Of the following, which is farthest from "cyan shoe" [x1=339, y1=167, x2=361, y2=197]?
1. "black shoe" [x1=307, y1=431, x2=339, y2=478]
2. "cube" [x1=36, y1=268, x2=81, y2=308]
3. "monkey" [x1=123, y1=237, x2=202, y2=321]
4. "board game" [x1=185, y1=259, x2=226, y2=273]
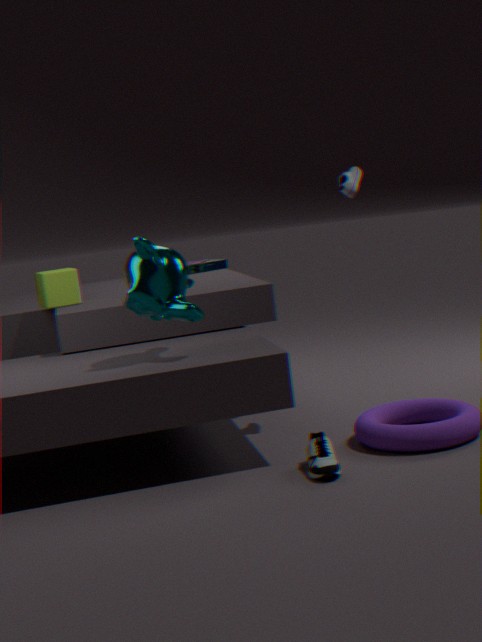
"board game" [x1=185, y1=259, x2=226, y2=273]
